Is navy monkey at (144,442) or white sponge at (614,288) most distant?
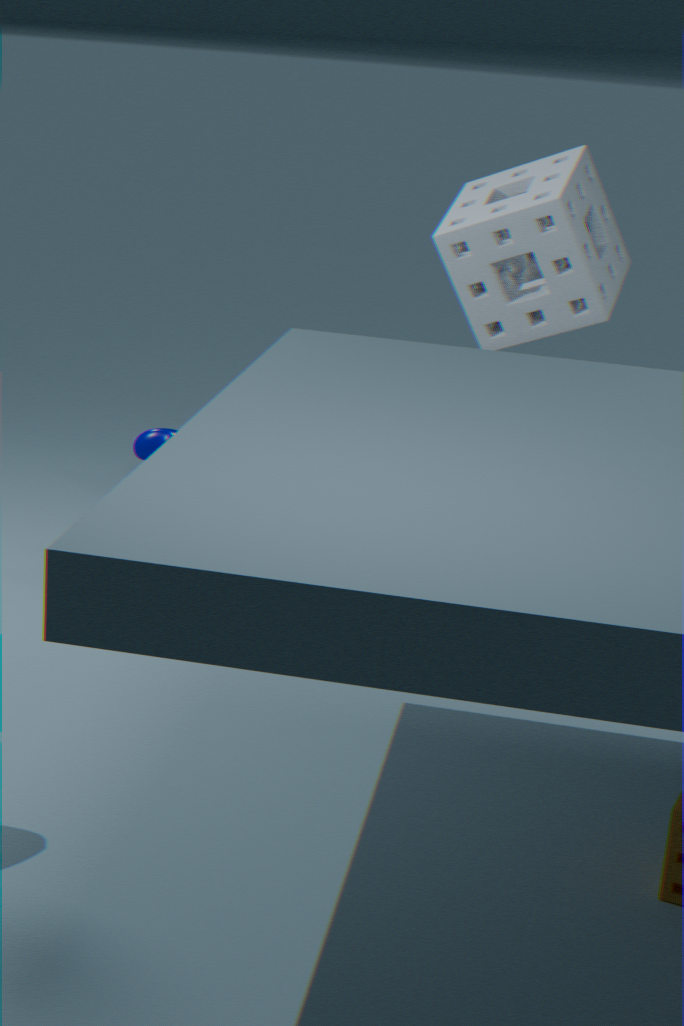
navy monkey at (144,442)
